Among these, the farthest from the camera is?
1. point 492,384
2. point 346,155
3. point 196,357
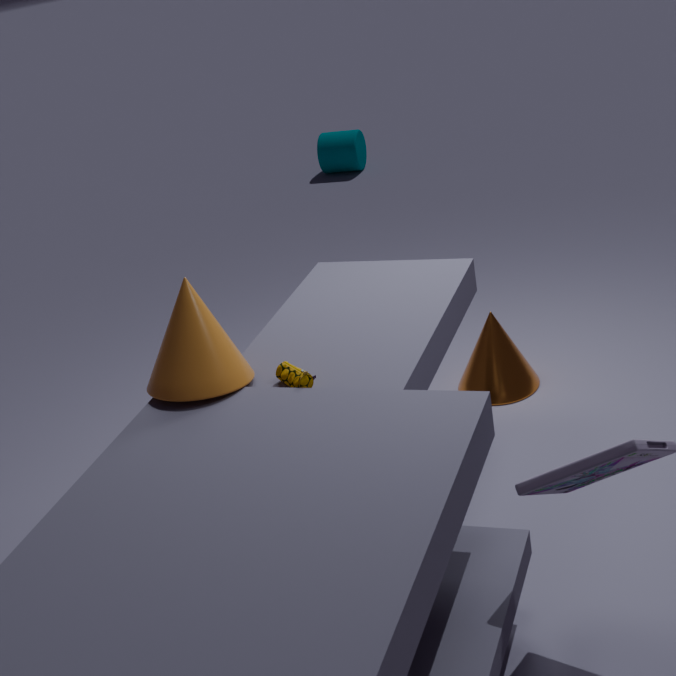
point 346,155
